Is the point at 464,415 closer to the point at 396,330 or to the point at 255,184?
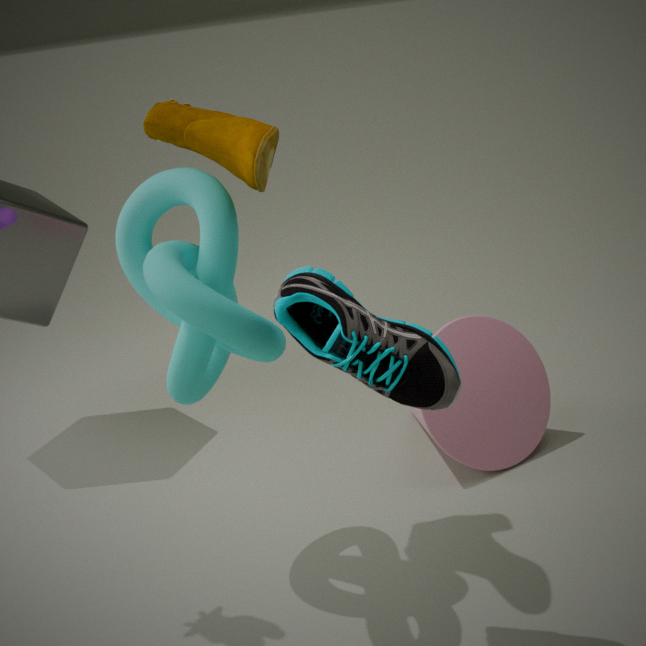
the point at 396,330
